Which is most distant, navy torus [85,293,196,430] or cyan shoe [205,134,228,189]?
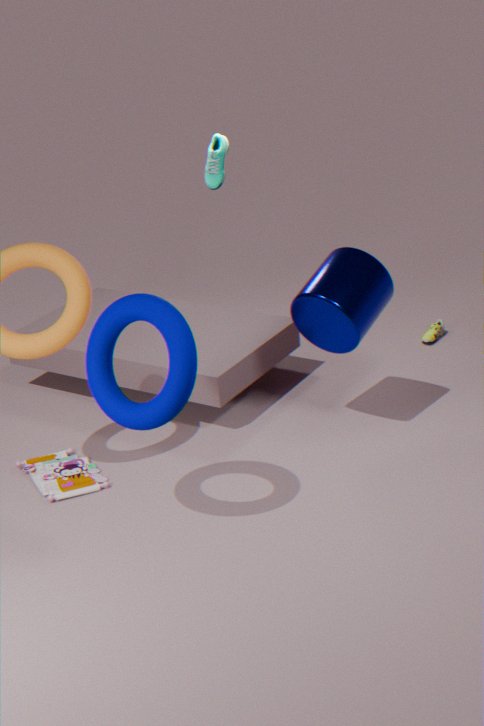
Result: cyan shoe [205,134,228,189]
